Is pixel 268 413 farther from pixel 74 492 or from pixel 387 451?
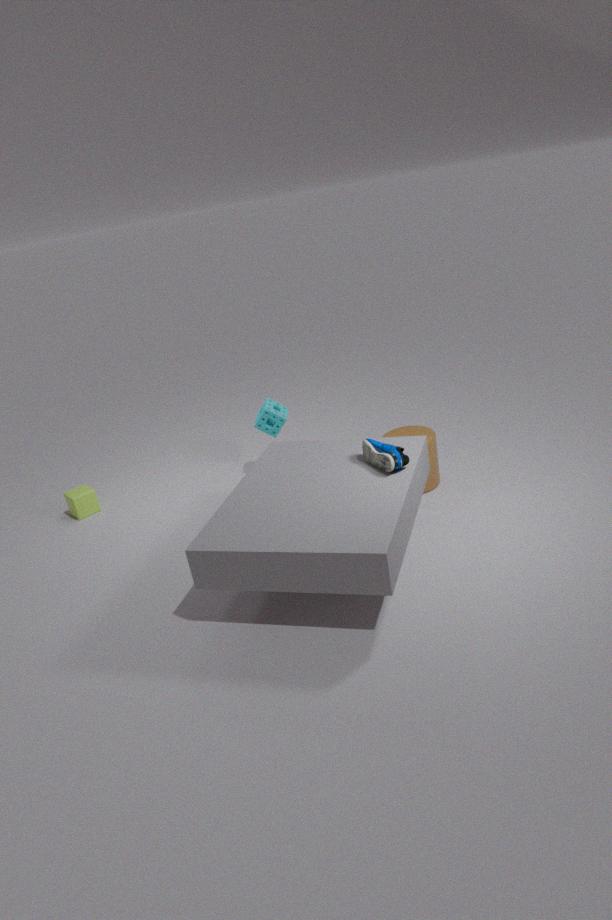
pixel 74 492
